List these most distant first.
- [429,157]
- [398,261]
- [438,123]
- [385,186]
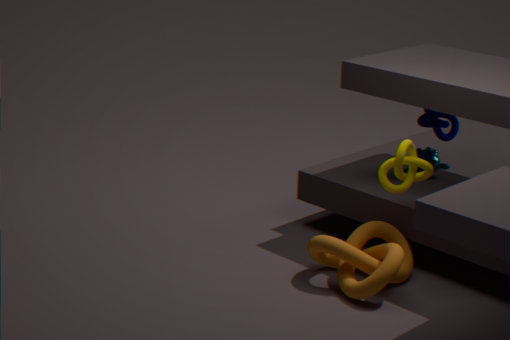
[429,157] → [438,123] → [385,186] → [398,261]
